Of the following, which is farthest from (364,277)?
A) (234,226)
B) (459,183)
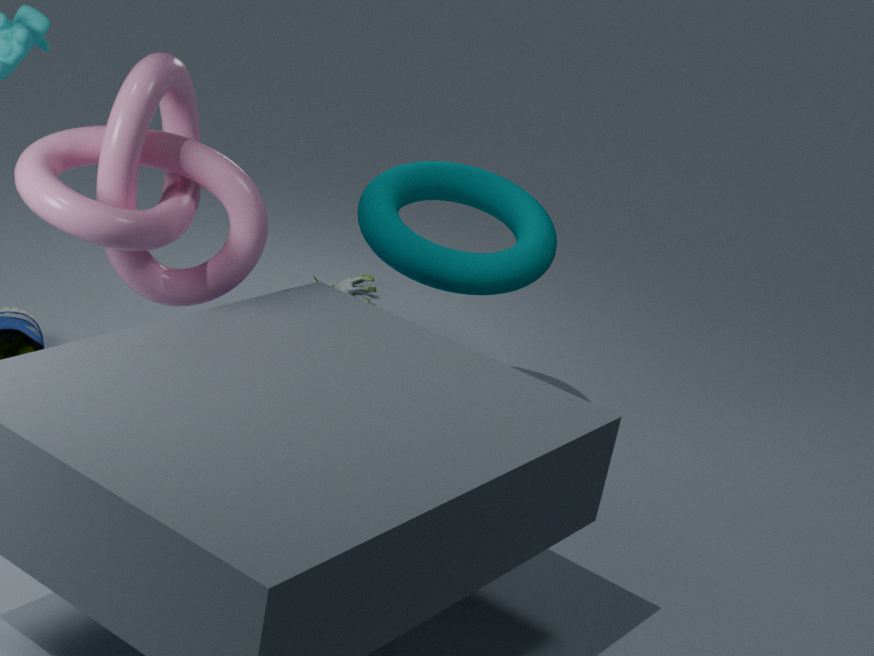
(234,226)
